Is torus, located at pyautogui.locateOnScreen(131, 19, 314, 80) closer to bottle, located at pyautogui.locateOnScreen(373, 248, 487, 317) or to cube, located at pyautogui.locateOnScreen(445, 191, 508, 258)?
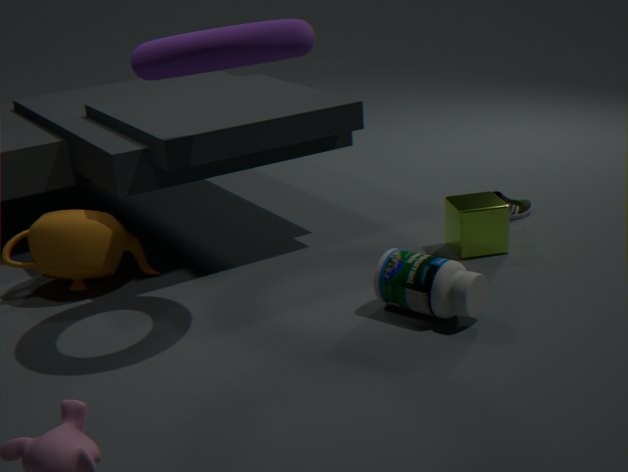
bottle, located at pyautogui.locateOnScreen(373, 248, 487, 317)
